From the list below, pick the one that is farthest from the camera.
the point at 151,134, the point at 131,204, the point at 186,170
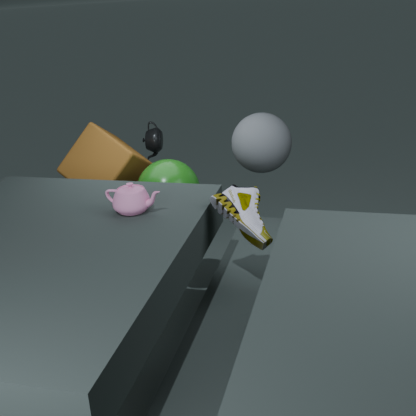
the point at 151,134
